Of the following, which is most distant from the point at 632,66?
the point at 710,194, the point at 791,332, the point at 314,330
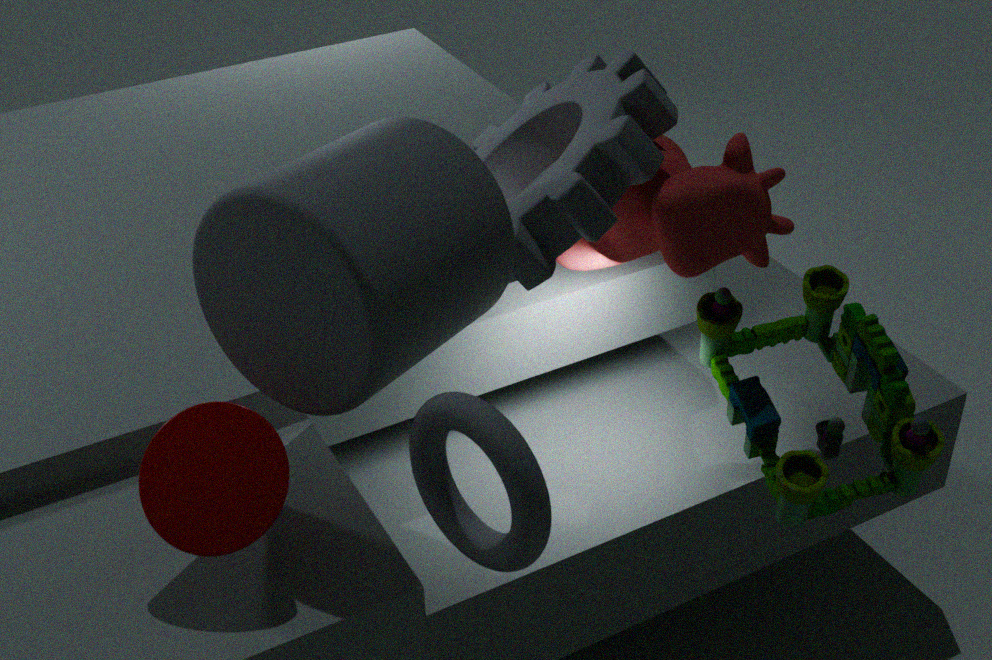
the point at 791,332
